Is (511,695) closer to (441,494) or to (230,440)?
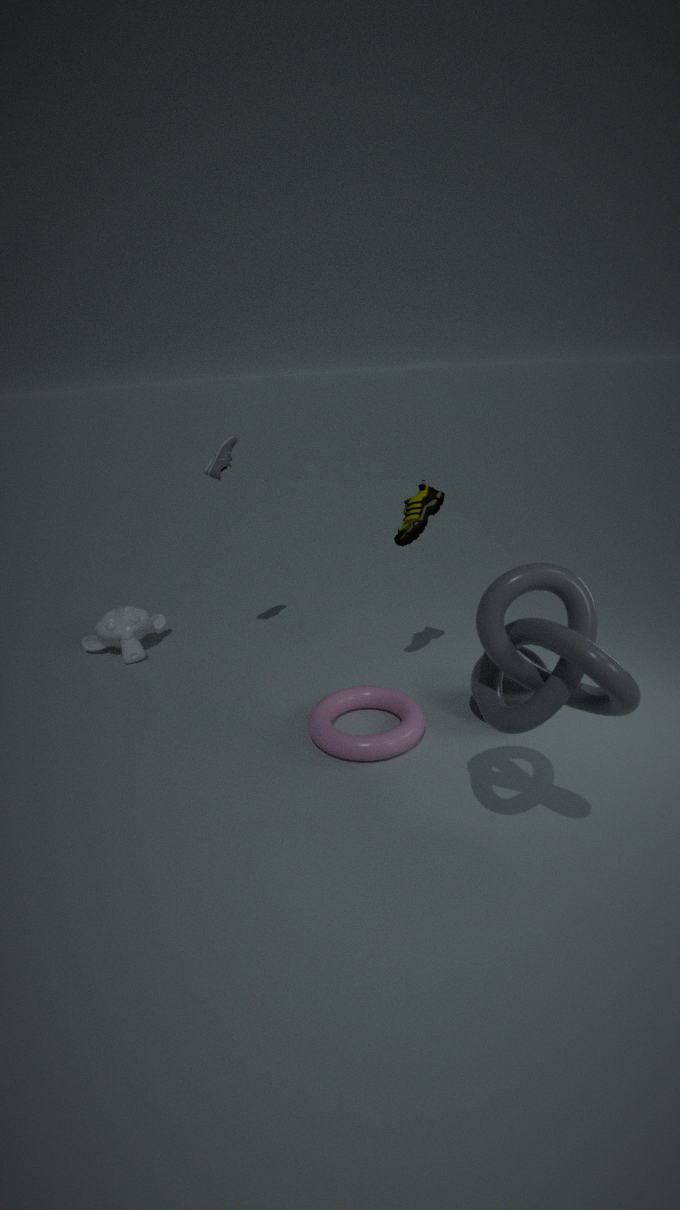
(441,494)
